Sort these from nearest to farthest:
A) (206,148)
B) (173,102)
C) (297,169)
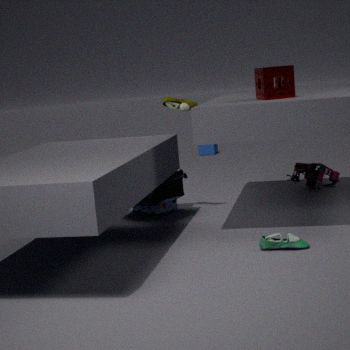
1. (173,102)
2. (297,169)
3. (206,148)
